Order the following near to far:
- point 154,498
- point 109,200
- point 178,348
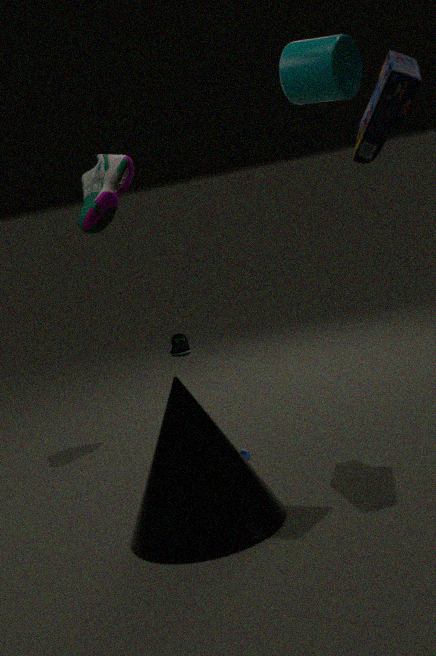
1. point 154,498
2. point 109,200
3. point 178,348
